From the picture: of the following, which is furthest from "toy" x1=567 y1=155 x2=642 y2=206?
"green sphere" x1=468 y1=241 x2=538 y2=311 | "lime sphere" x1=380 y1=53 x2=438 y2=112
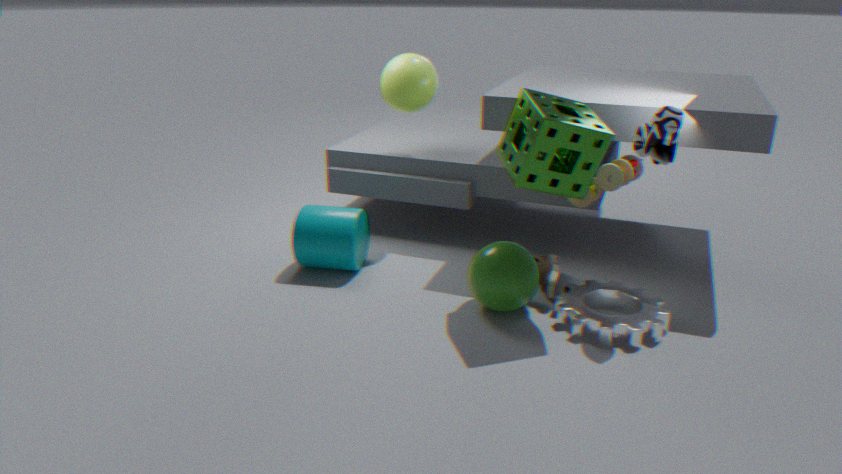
"lime sphere" x1=380 y1=53 x2=438 y2=112
